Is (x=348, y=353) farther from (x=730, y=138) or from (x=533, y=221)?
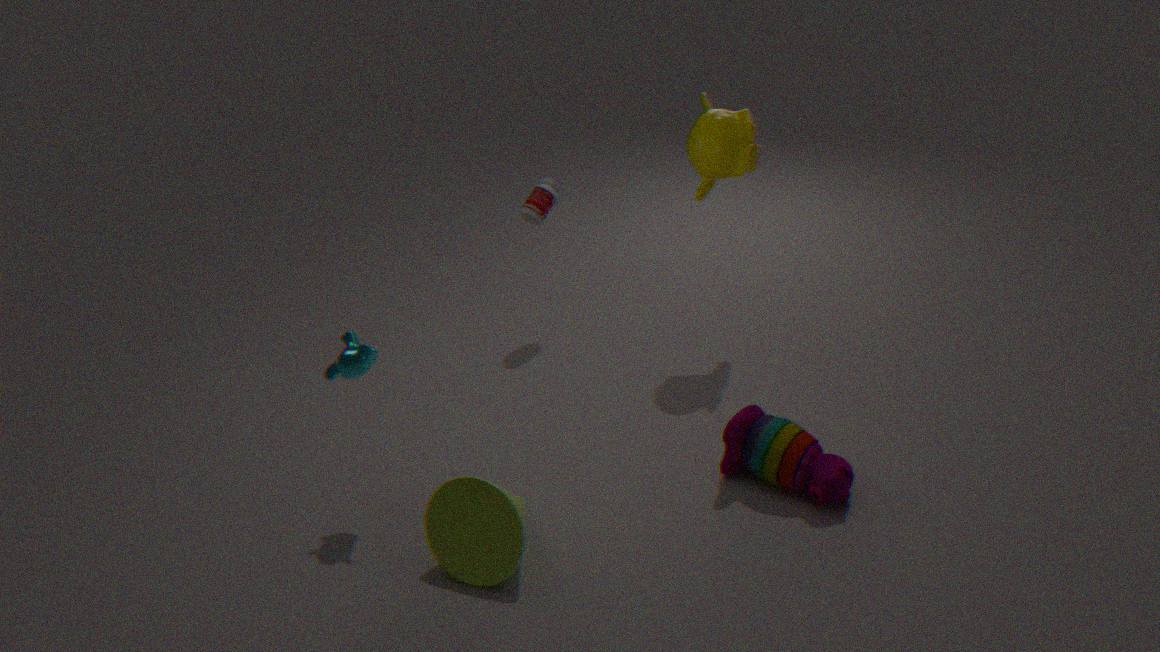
(x=730, y=138)
